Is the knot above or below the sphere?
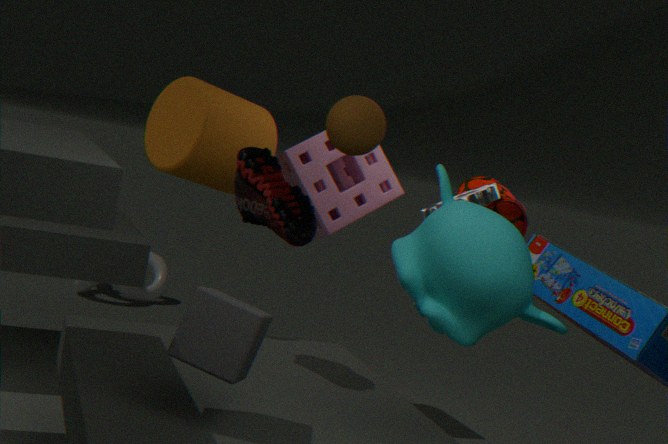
below
